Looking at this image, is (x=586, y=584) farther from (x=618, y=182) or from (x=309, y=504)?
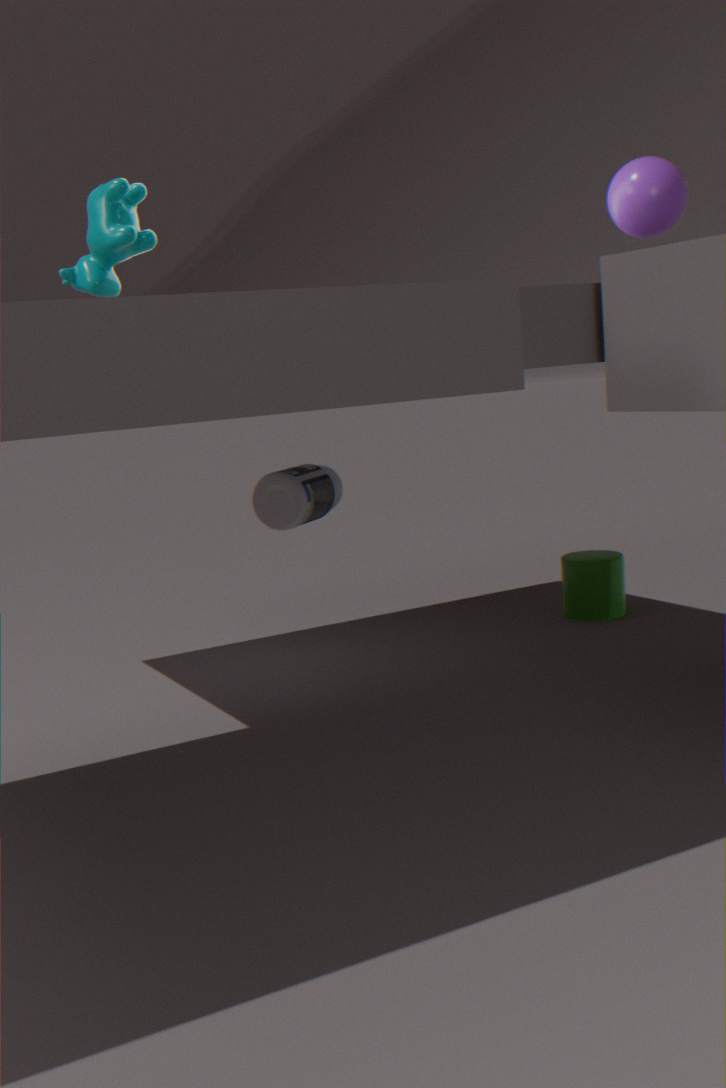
(x=618, y=182)
